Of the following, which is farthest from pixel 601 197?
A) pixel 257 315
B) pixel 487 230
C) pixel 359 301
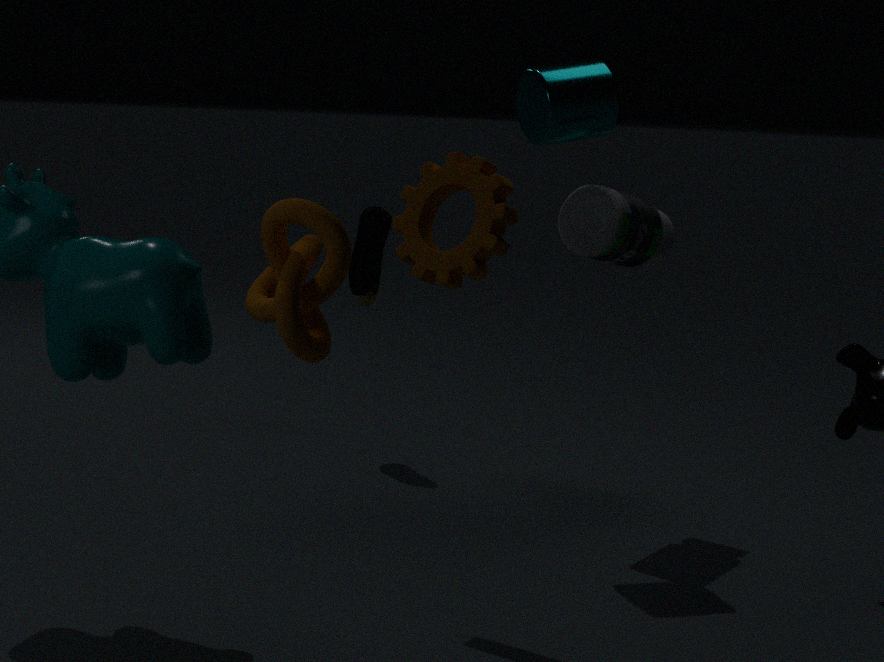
pixel 257 315
